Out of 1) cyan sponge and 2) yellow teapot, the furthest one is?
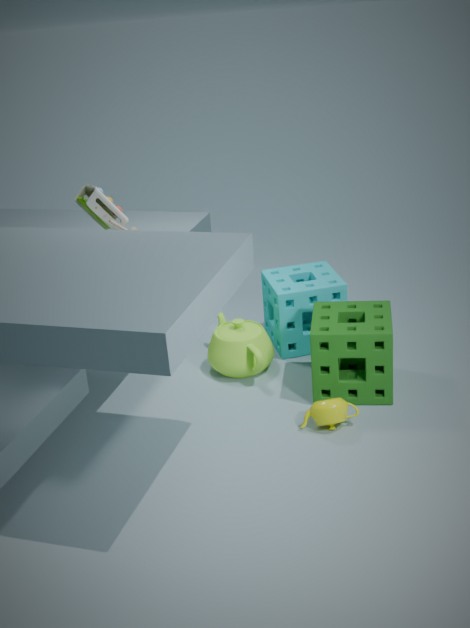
1. cyan sponge
